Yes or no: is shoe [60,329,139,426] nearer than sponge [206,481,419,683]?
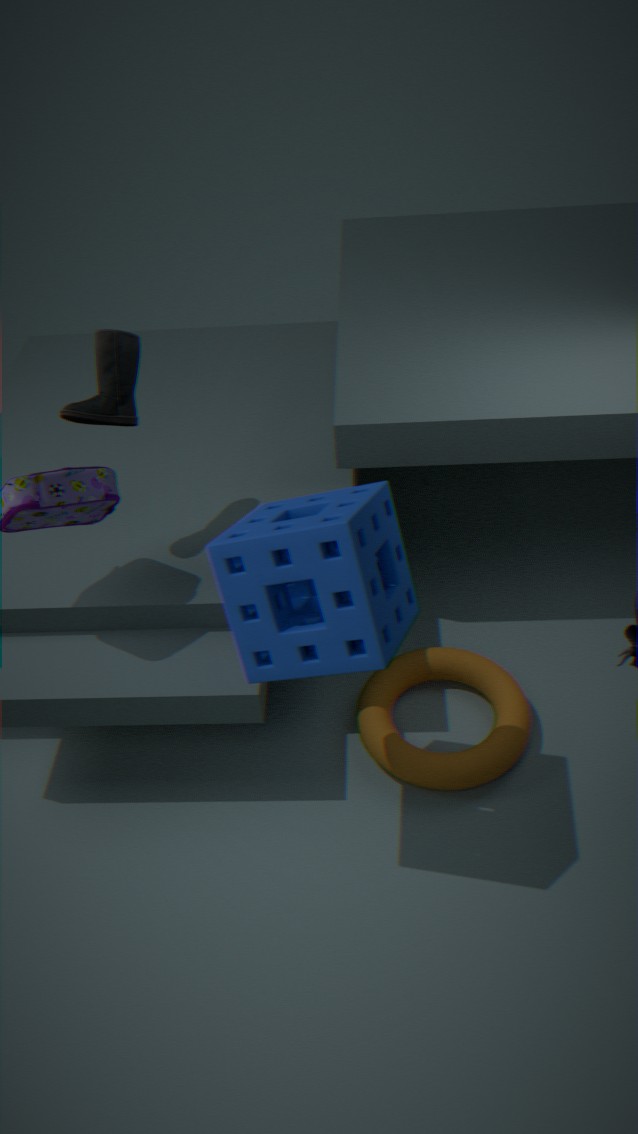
No
